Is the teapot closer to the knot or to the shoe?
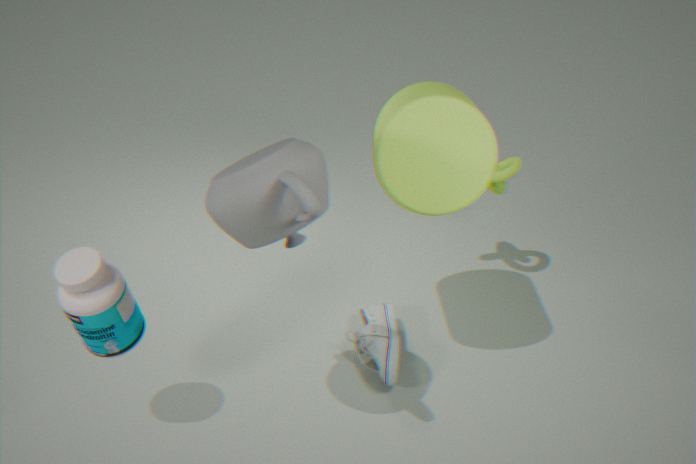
the shoe
